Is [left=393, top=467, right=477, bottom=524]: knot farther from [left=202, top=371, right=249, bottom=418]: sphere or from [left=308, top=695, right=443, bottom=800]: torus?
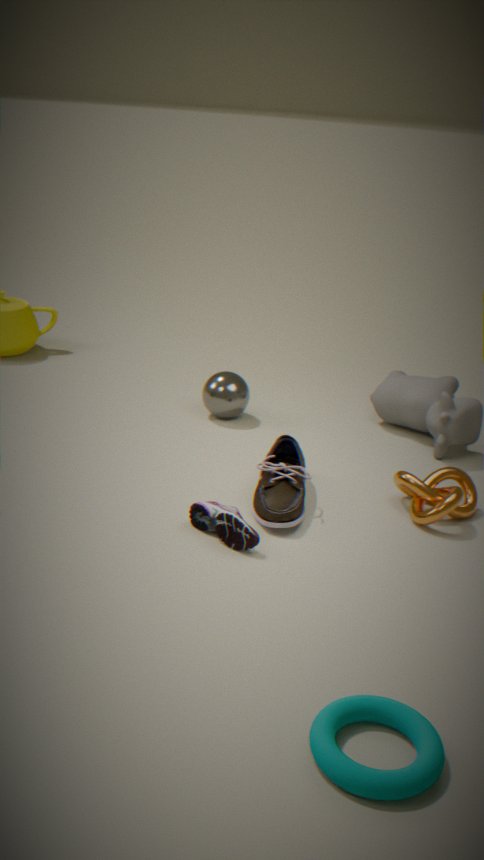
[left=308, top=695, right=443, bottom=800]: torus
